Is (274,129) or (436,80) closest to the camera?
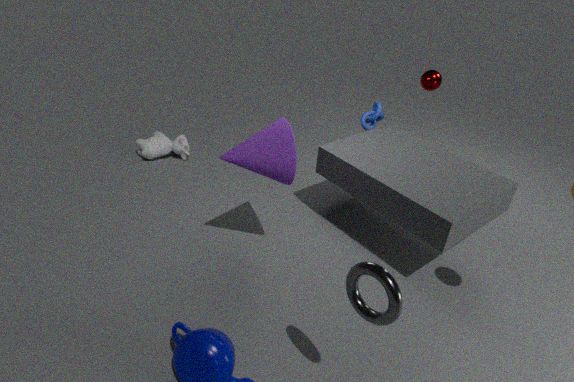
(274,129)
